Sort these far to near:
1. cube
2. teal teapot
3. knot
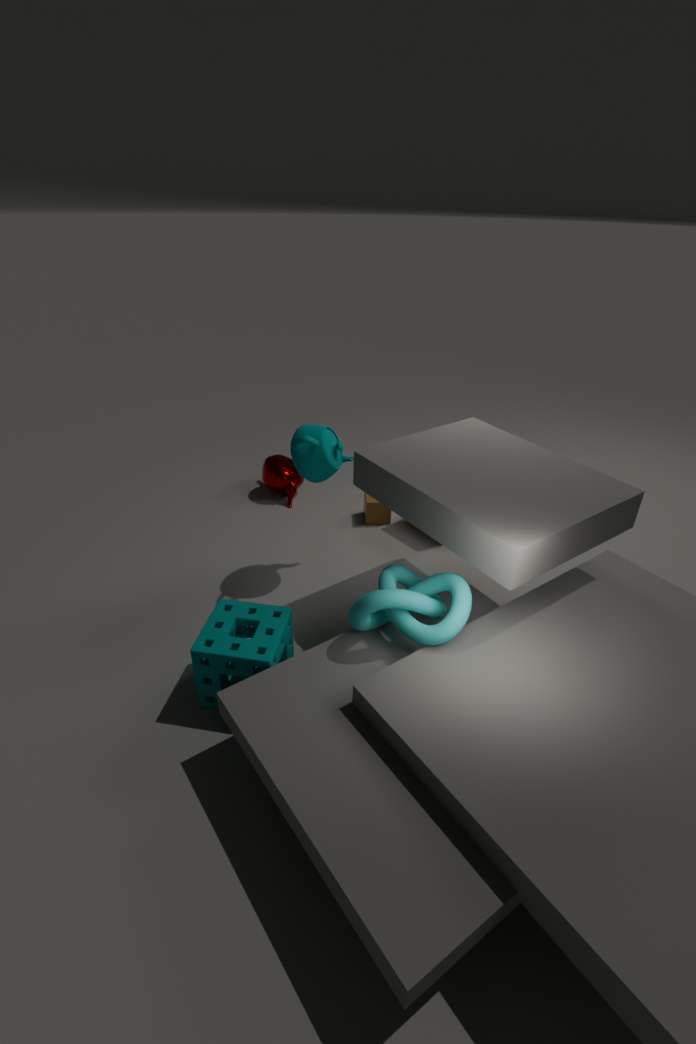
cube, teal teapot, knot
